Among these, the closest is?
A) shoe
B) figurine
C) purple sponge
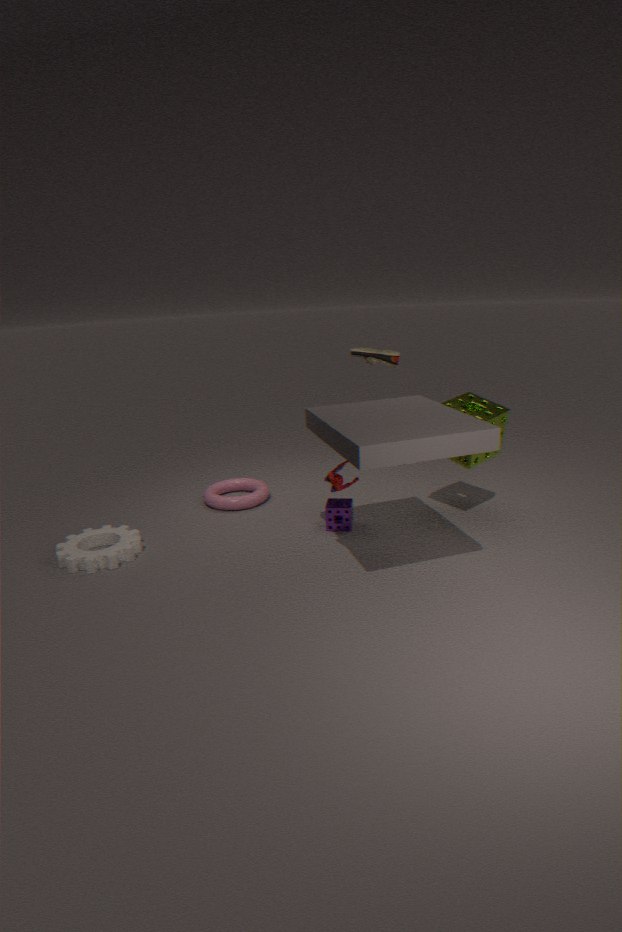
figurine
